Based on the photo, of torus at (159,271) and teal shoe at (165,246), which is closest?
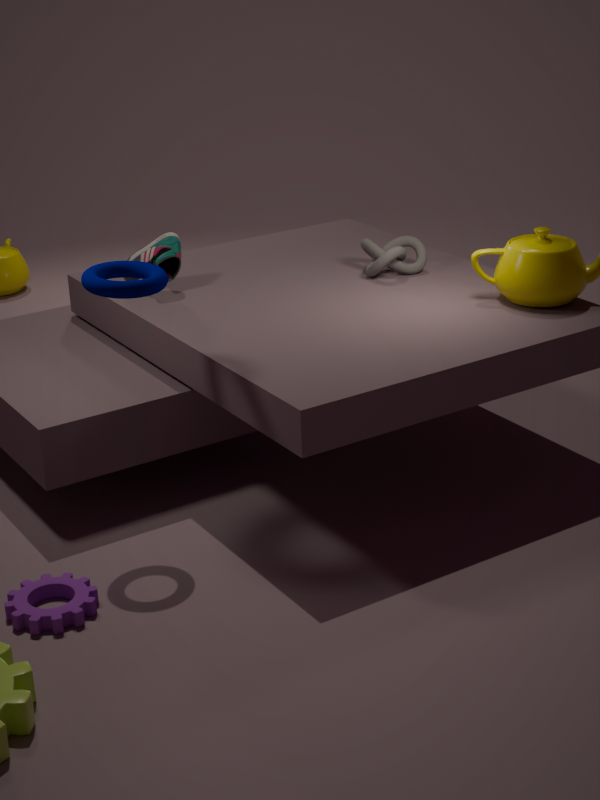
torus at (159,271)
